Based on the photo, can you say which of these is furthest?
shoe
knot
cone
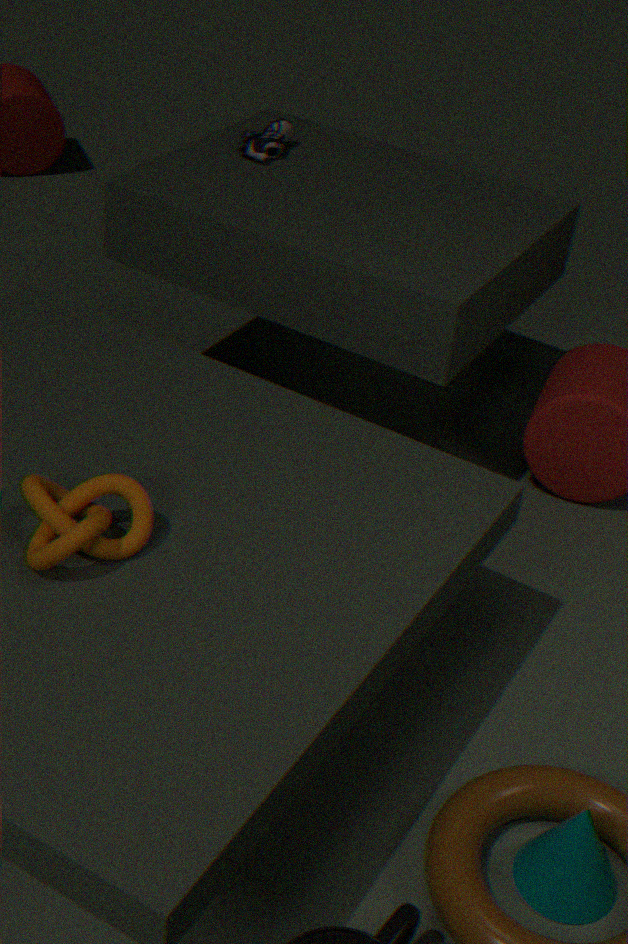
shoe
